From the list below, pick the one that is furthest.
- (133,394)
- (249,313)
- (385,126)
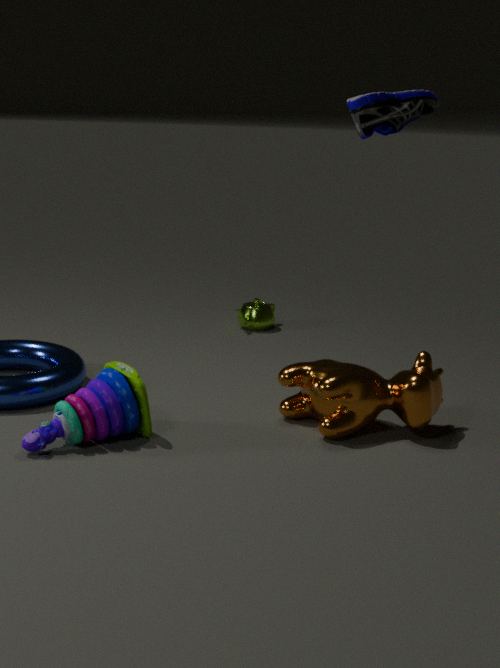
(249,313)
